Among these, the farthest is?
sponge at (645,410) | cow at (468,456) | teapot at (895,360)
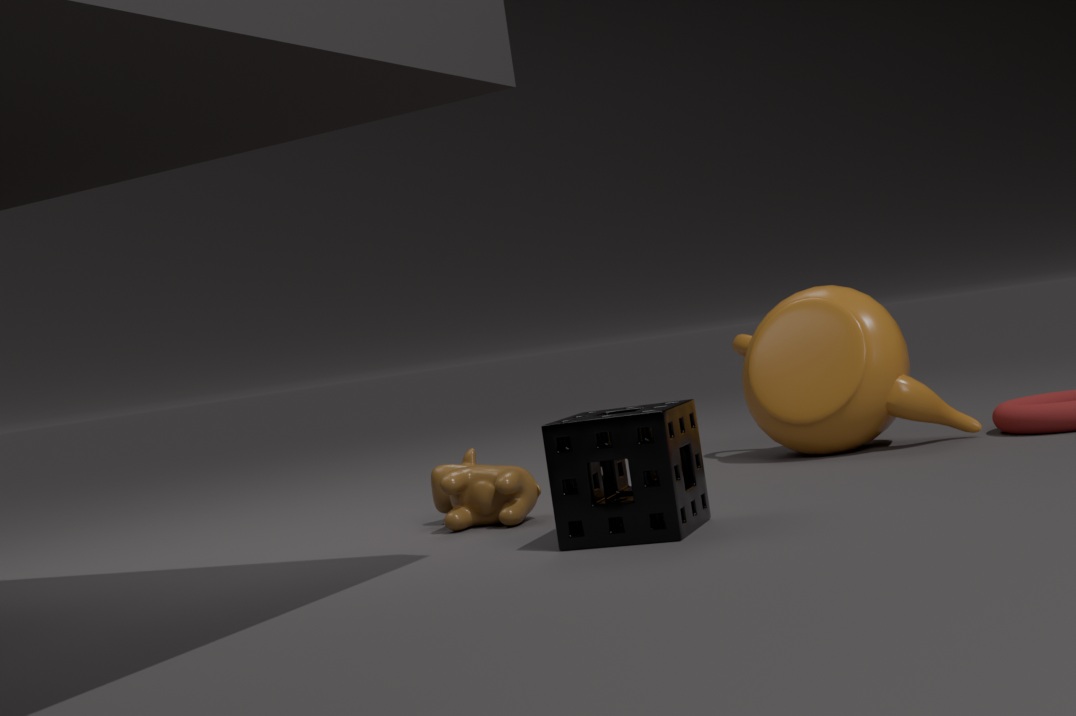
teapot at (895,360)
